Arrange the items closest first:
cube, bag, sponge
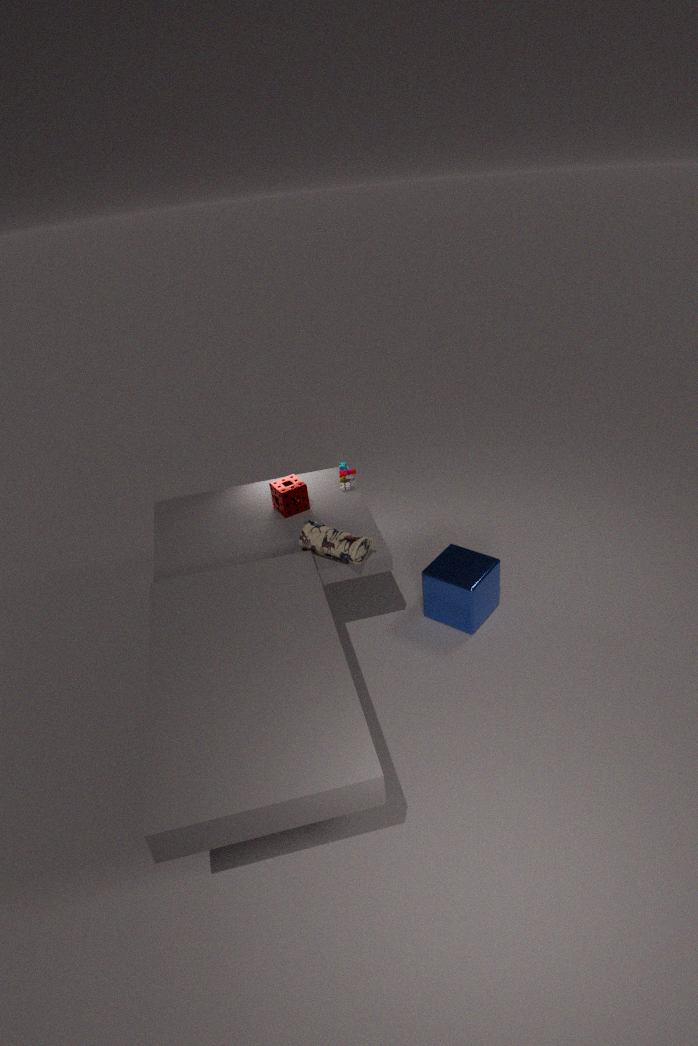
bag → cube → sponge
